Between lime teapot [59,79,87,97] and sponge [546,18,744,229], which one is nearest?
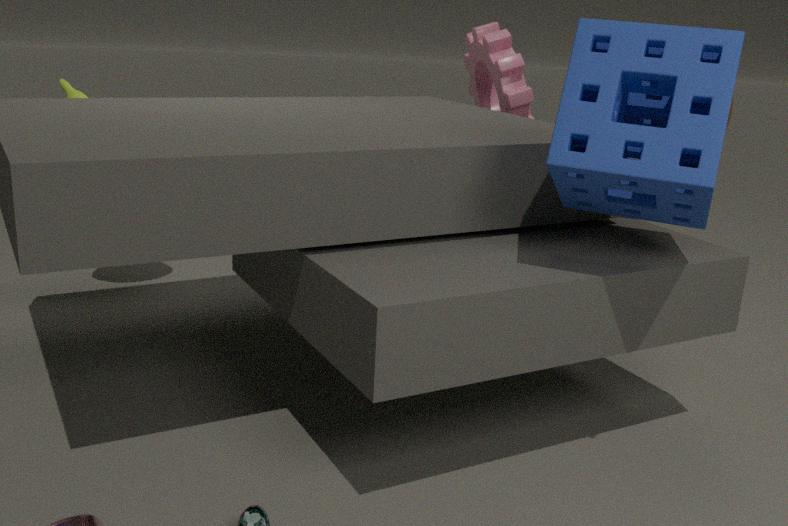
sponge [546,18,744,229]
